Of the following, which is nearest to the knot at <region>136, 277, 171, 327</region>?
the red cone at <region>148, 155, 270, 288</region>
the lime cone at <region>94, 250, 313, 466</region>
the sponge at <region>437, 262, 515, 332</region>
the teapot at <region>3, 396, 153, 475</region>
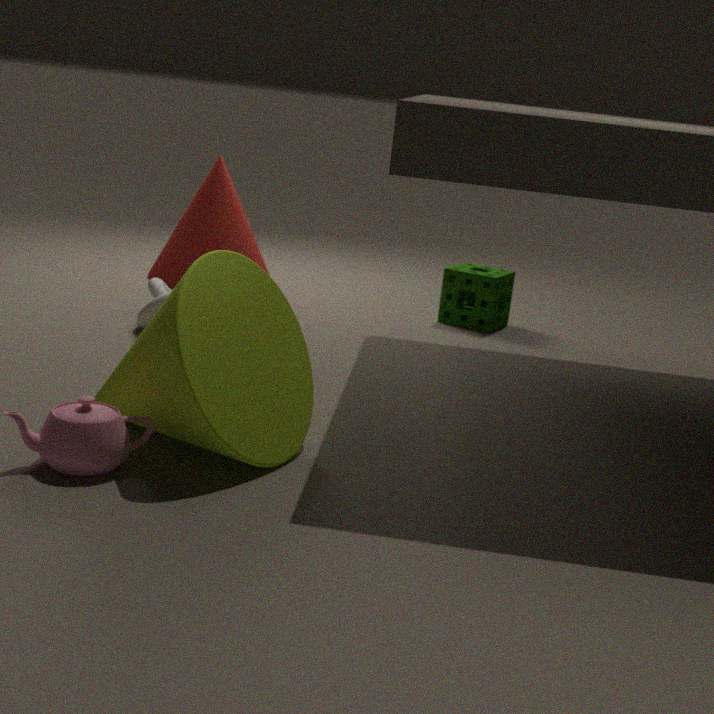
the red cone at <region>148, 155, 270, 288</region>
